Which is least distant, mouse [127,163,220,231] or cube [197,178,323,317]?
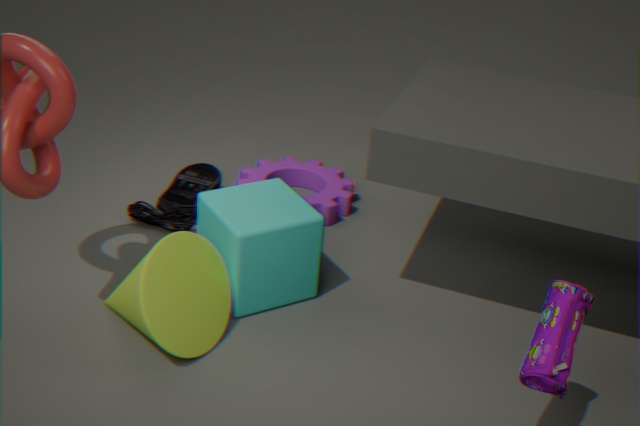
cube [197,178,323,317]
